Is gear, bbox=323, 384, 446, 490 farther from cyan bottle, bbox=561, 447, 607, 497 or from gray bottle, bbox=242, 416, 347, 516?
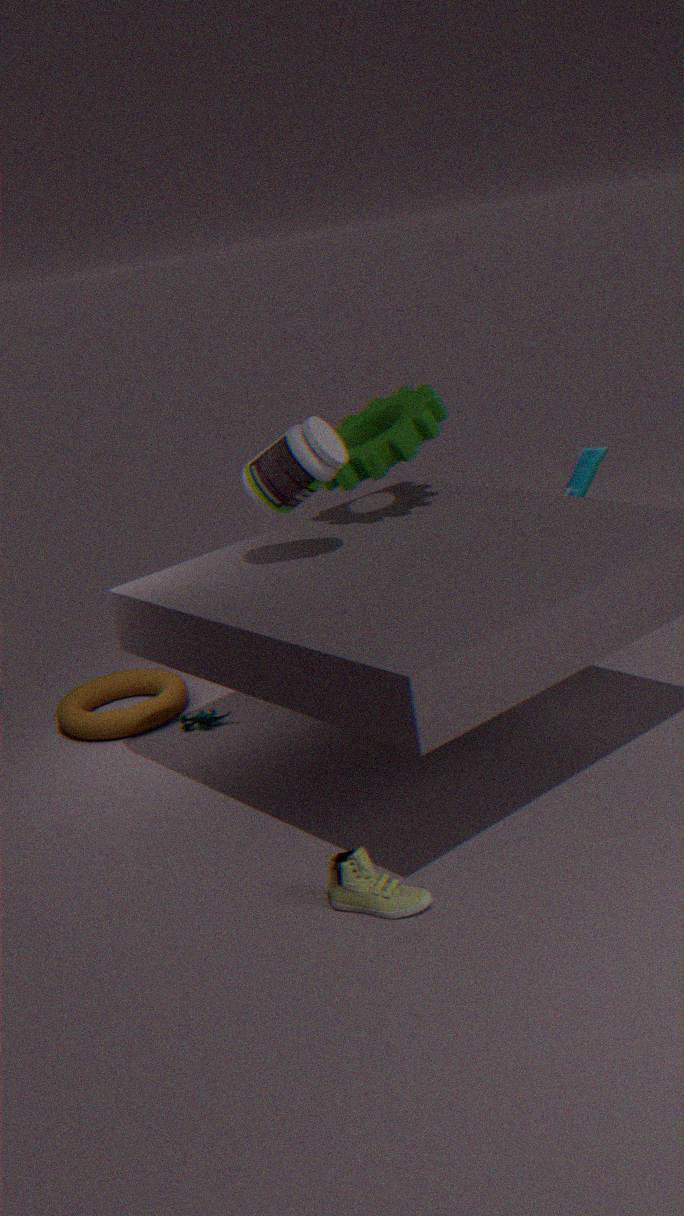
cyan bottle, bbox=561, 447, 607, 497
